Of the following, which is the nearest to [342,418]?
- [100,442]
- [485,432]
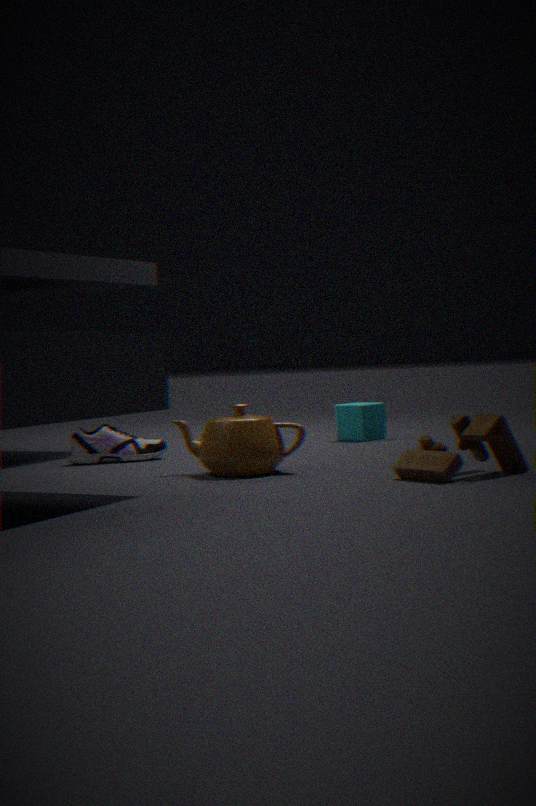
[100,442]
